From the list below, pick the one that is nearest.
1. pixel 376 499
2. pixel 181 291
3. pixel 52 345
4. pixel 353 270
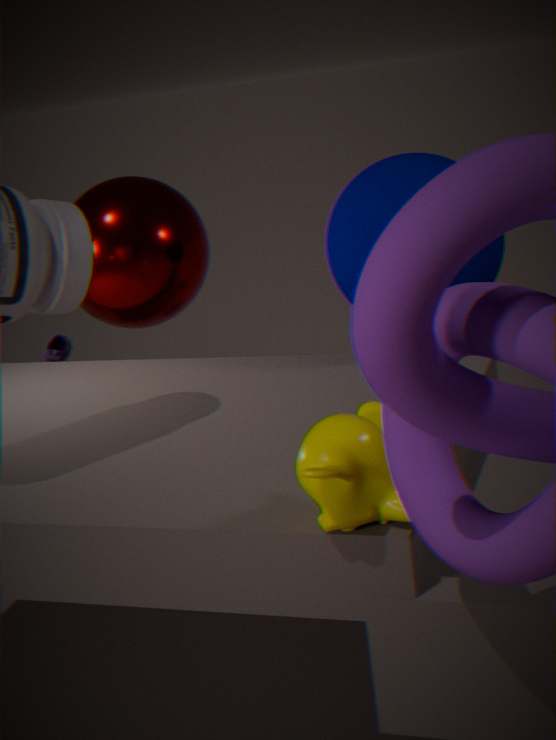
pixel 376 499
